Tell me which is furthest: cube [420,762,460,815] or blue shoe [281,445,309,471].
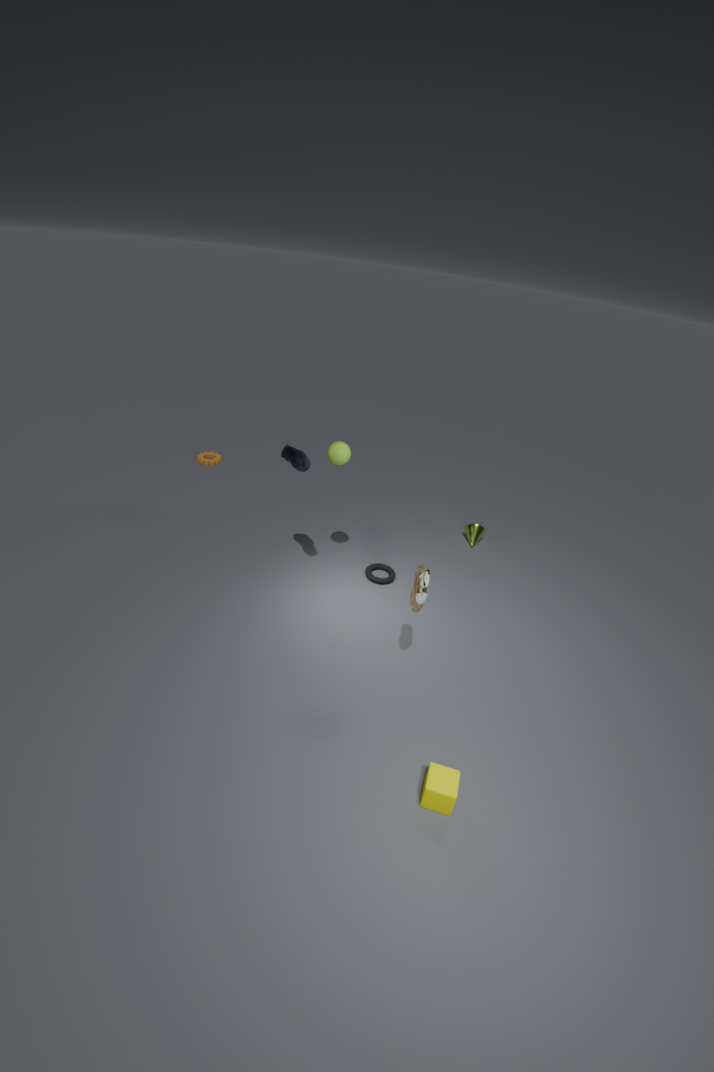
blue shoe [281,445,309,471]
